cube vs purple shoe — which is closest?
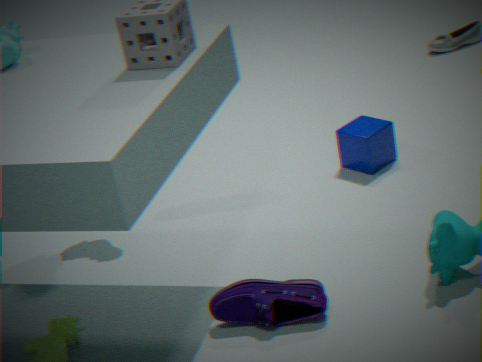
purple shoe
